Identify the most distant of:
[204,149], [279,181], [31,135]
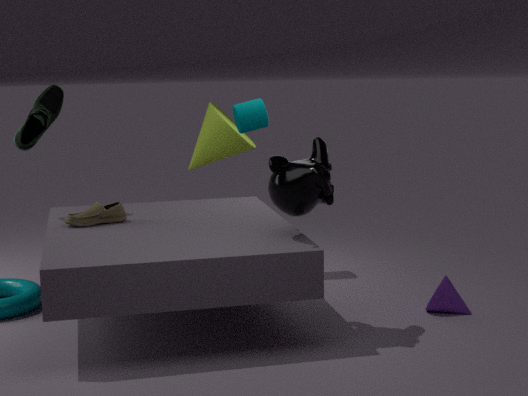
[204,149]
